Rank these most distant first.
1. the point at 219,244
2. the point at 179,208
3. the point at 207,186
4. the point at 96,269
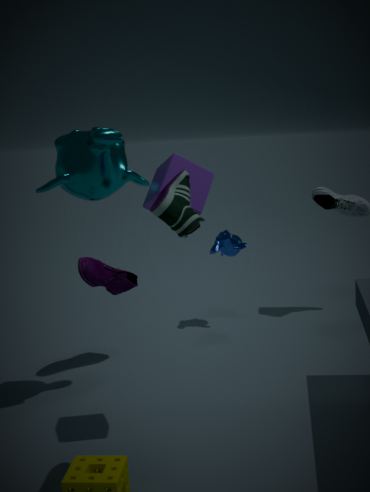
the point at 219,244 < the point at 96,269 < the point at 207,186 < the point at 179,208
